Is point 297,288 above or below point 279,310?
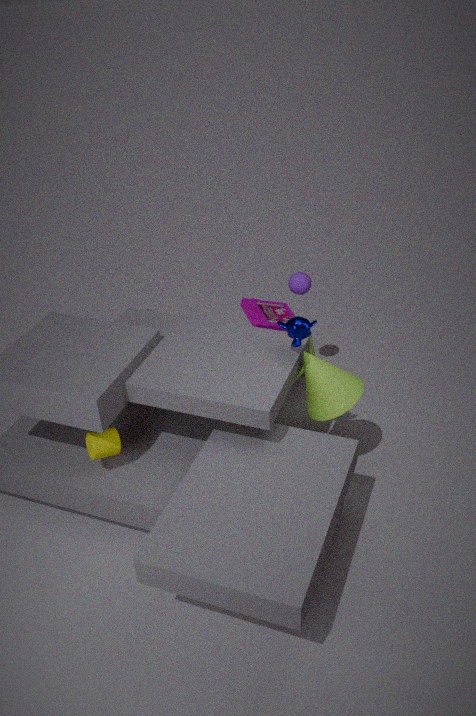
above
